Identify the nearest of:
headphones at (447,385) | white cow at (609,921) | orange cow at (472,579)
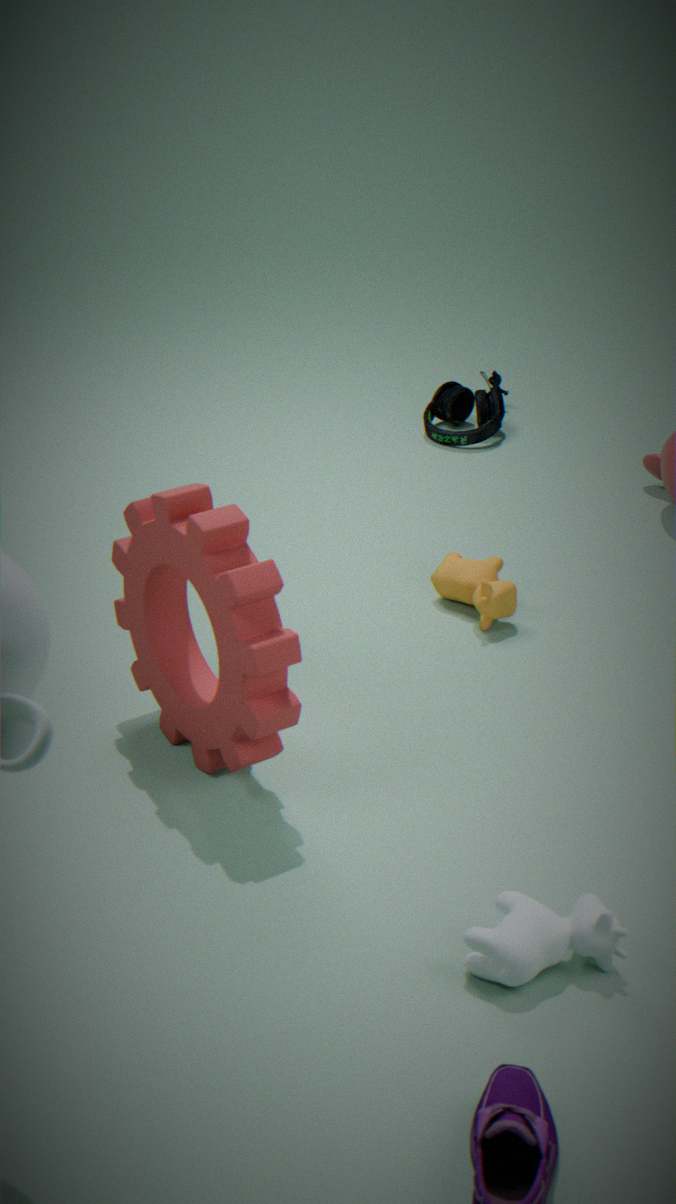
white cow at (609,921)
